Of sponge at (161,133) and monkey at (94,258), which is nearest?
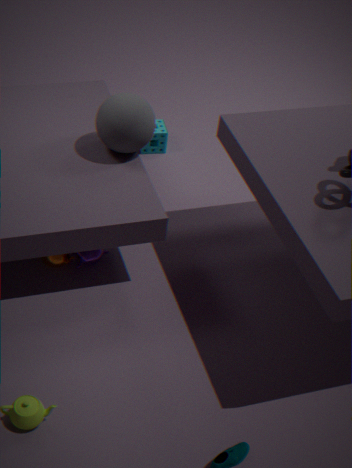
monkey at (94,258)
